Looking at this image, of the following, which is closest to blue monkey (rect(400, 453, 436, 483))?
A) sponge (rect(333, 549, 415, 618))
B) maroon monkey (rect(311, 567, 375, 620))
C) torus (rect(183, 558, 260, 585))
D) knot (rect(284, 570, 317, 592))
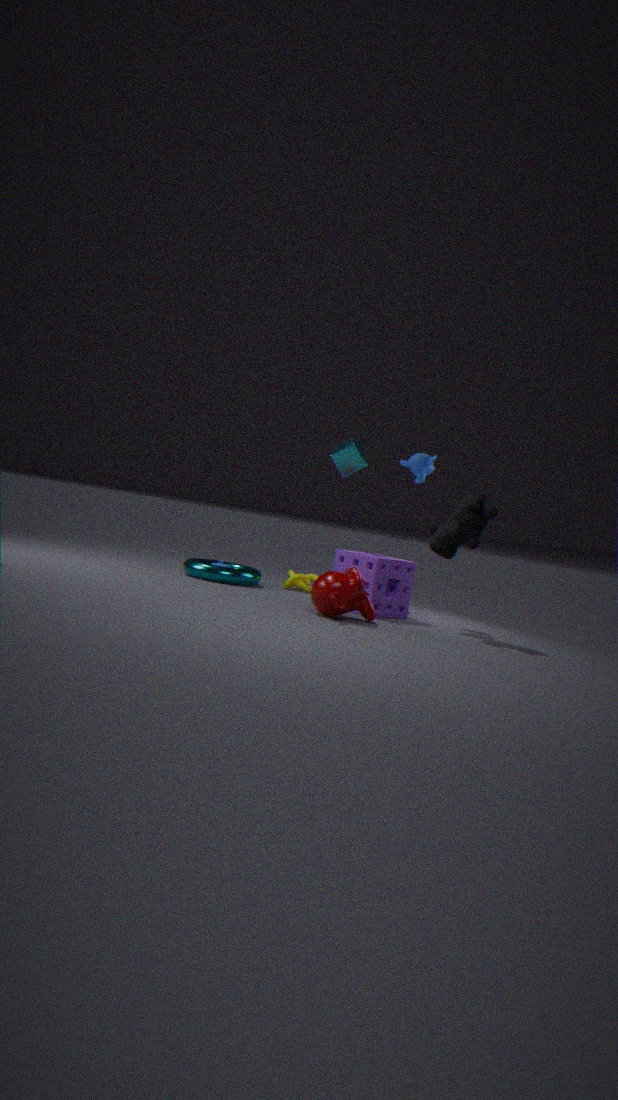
sponge (rect(333, 549, 415, 618))
